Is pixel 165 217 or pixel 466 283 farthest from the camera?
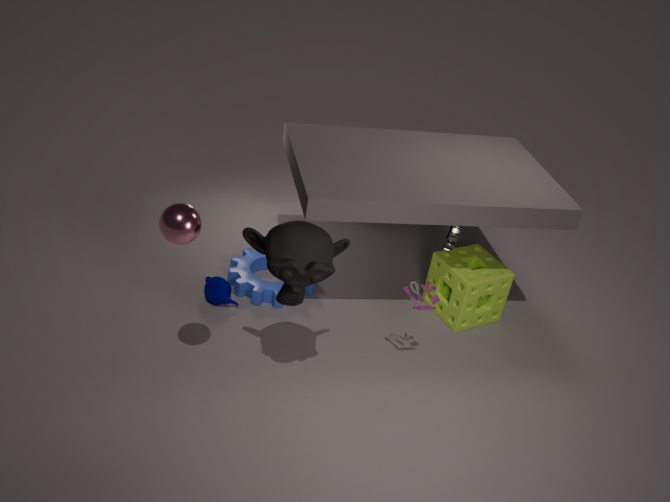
pixel 466 283
